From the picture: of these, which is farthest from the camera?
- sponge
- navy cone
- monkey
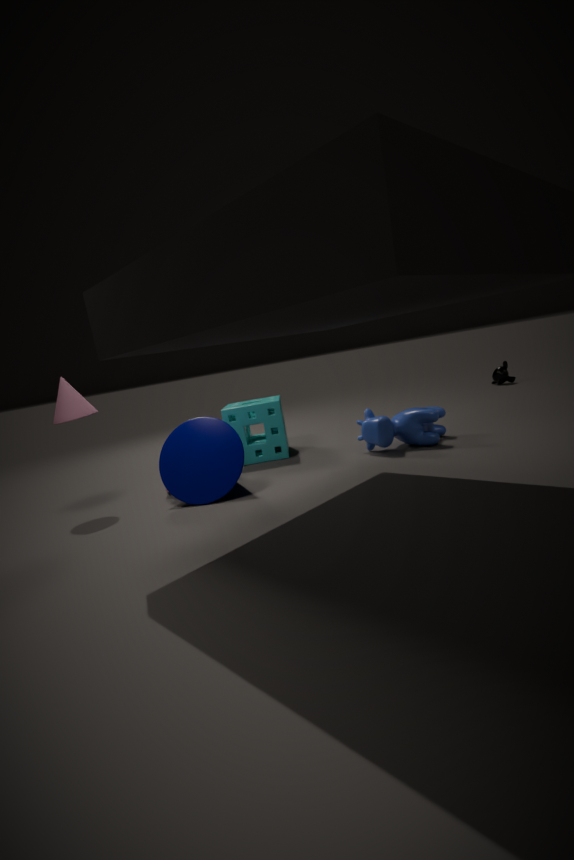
monkey
